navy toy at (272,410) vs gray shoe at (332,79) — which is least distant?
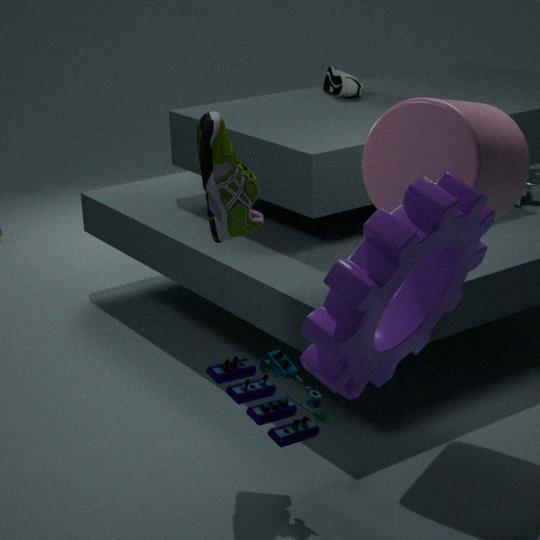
navy toy at (272,410)
